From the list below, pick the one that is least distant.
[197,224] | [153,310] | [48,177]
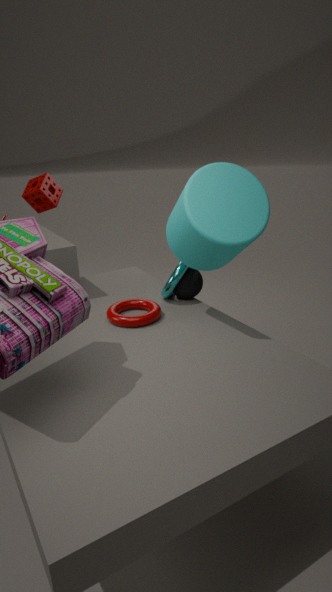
[197,224]
